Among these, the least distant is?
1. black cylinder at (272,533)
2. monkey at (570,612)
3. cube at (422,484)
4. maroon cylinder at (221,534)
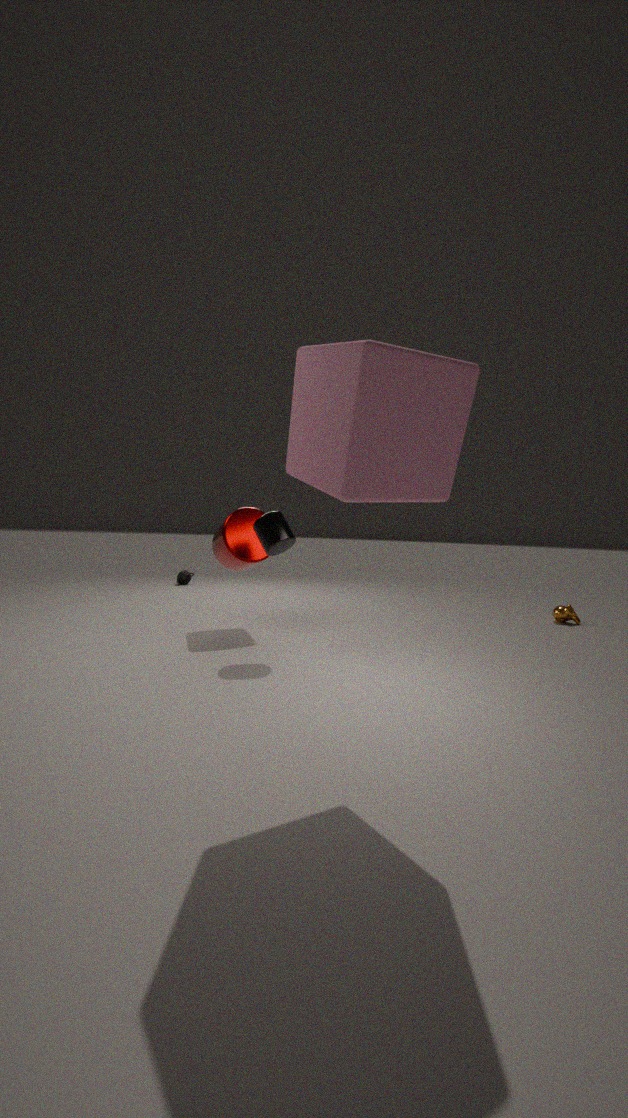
cube at (422,484)
